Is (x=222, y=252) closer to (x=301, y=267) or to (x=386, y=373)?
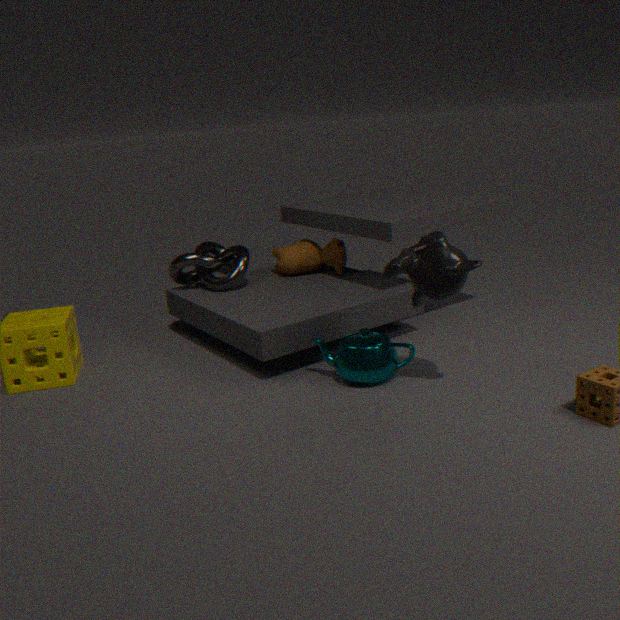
(x=301, y=267)
